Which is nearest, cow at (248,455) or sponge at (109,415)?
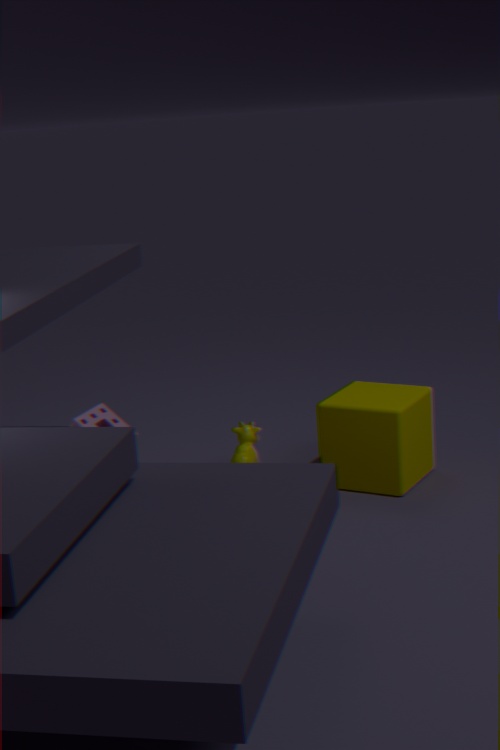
sponge at (109,415)
